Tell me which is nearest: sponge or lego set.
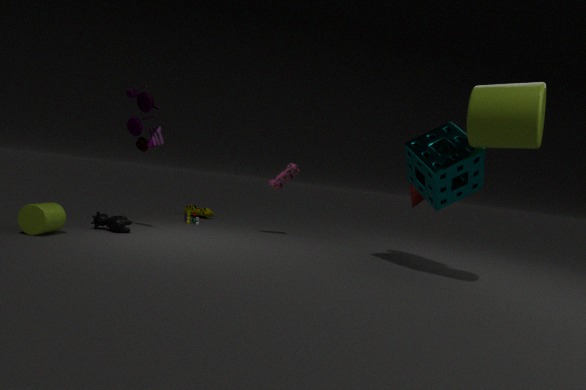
sponge
